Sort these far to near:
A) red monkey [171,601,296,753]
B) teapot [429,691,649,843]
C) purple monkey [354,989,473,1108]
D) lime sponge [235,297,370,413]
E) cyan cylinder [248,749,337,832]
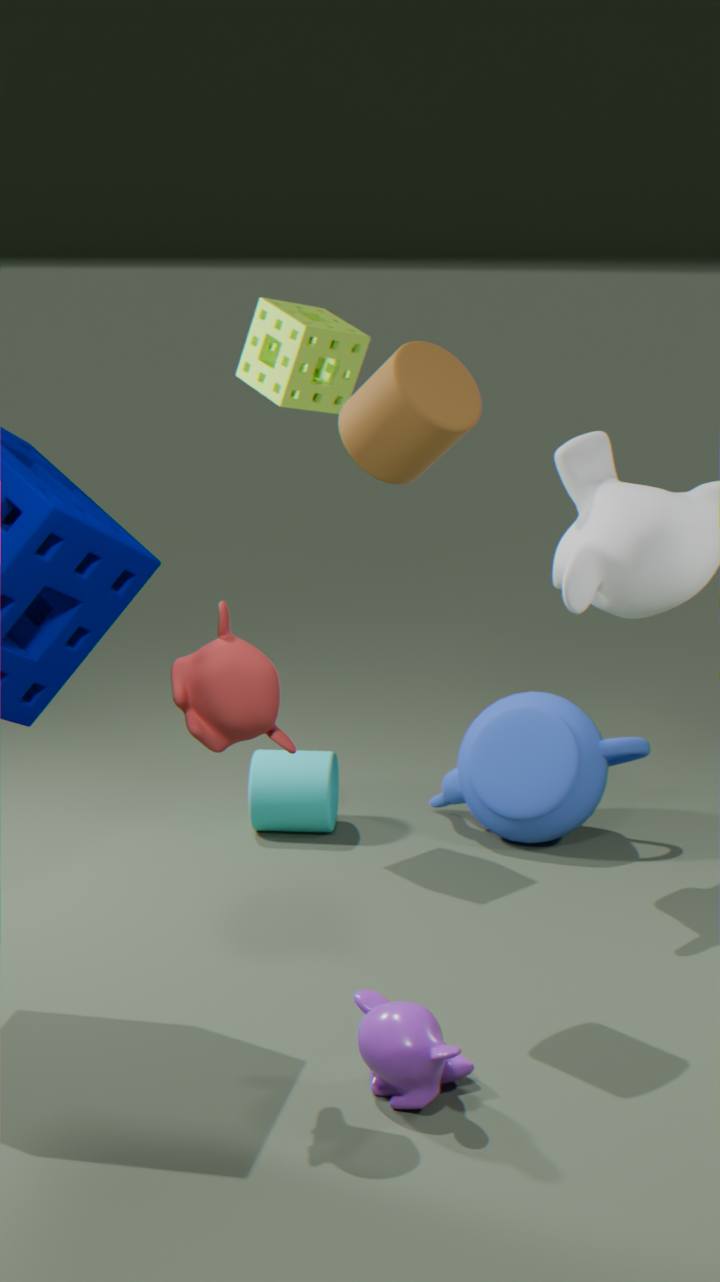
cyan cylinder [248,749,337,832] → teapot [429,691,649,843] → lime sponge [235,297,370,413] → purple monkey [354,989,473,1108] → red monkey [171,601,296,753]
